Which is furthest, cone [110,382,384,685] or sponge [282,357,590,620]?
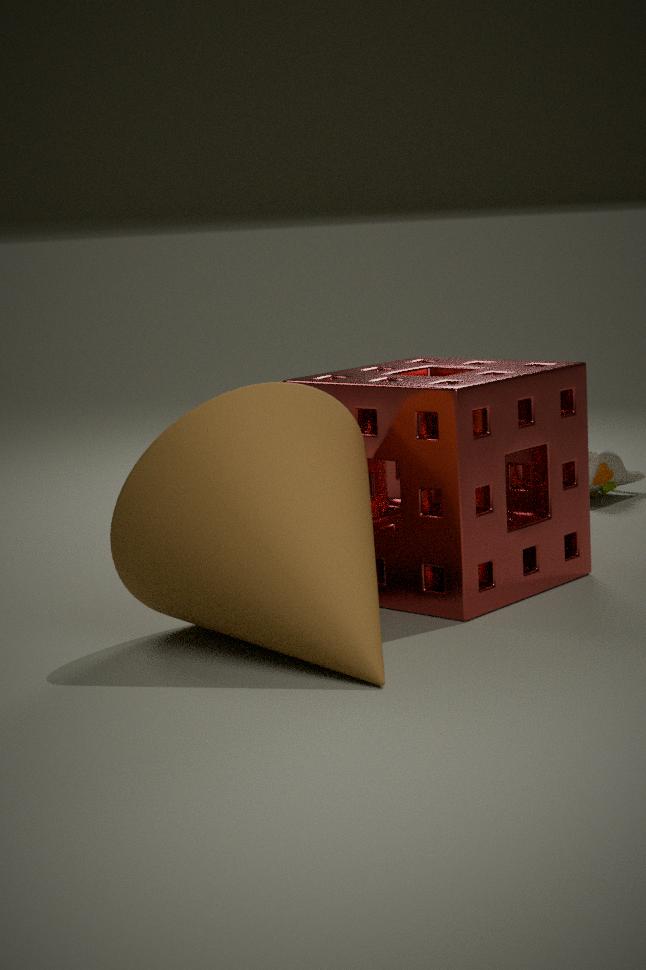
sponge [282,357,590,620]
